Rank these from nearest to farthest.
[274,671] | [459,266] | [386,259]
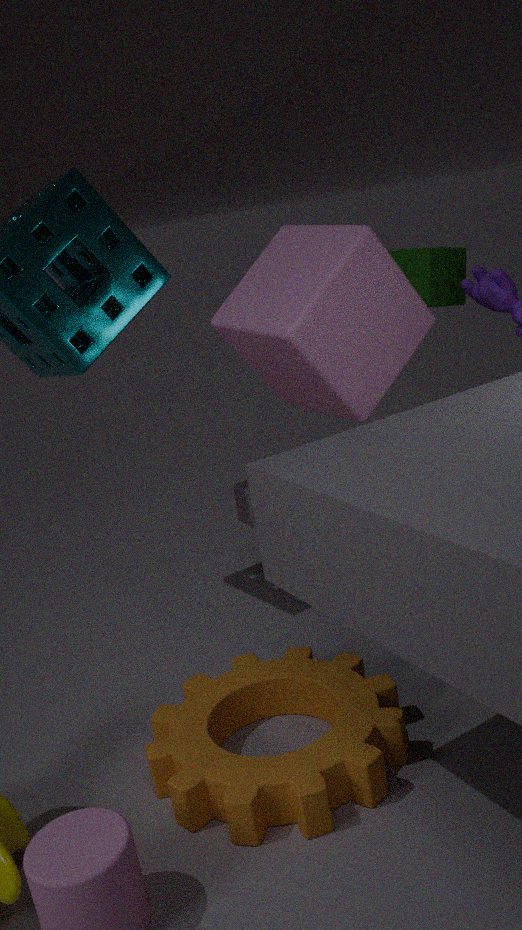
1. [274,671]
2. [386,259]
3. [459,266]
